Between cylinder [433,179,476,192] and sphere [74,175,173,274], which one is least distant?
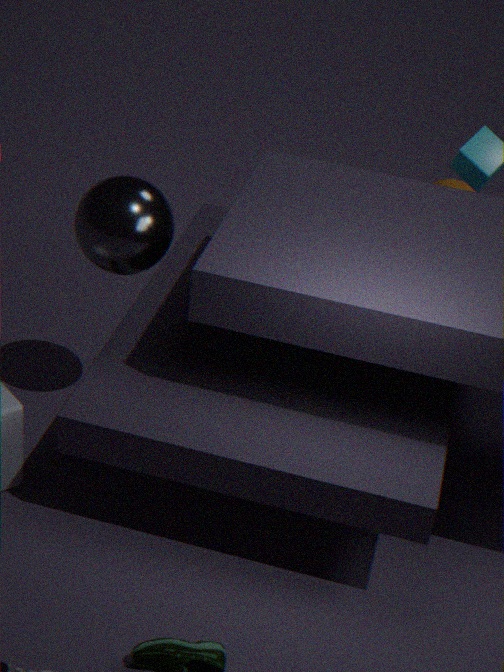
sphere [74,175,173,274]
